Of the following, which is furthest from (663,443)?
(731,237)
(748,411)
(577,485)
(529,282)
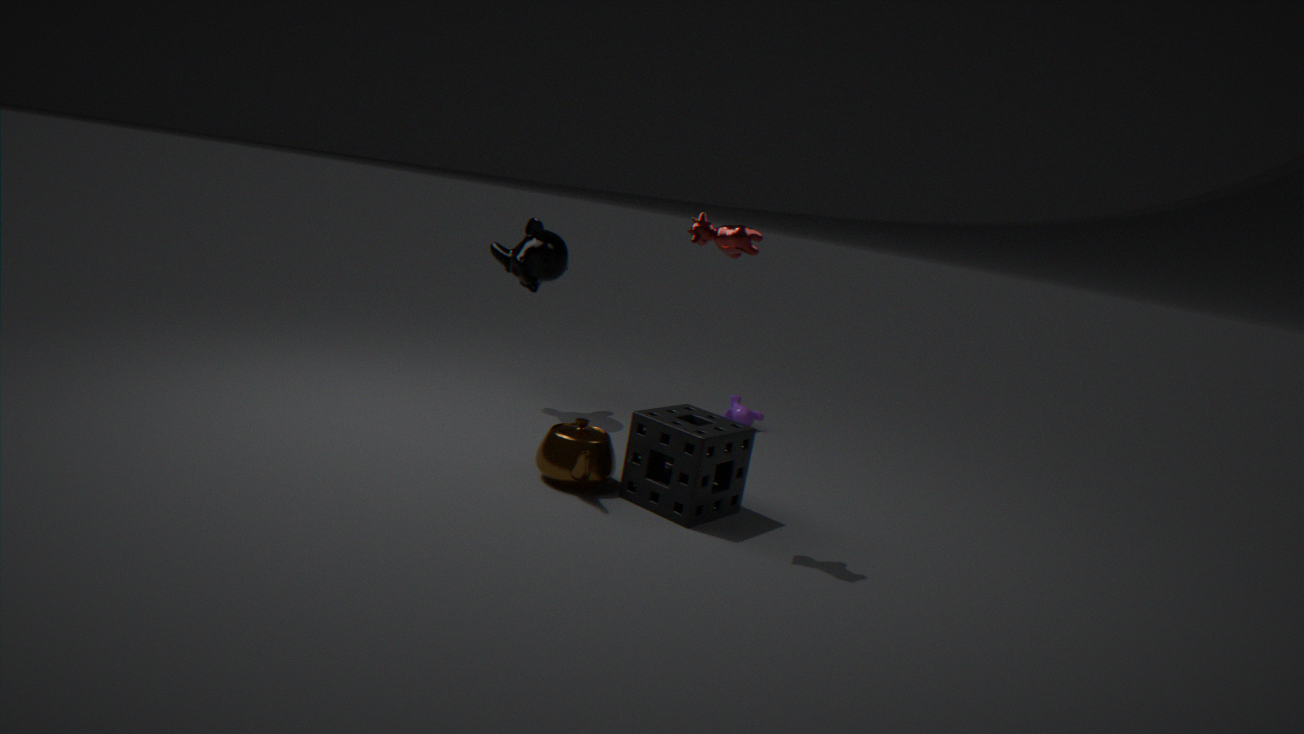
(529,282)
